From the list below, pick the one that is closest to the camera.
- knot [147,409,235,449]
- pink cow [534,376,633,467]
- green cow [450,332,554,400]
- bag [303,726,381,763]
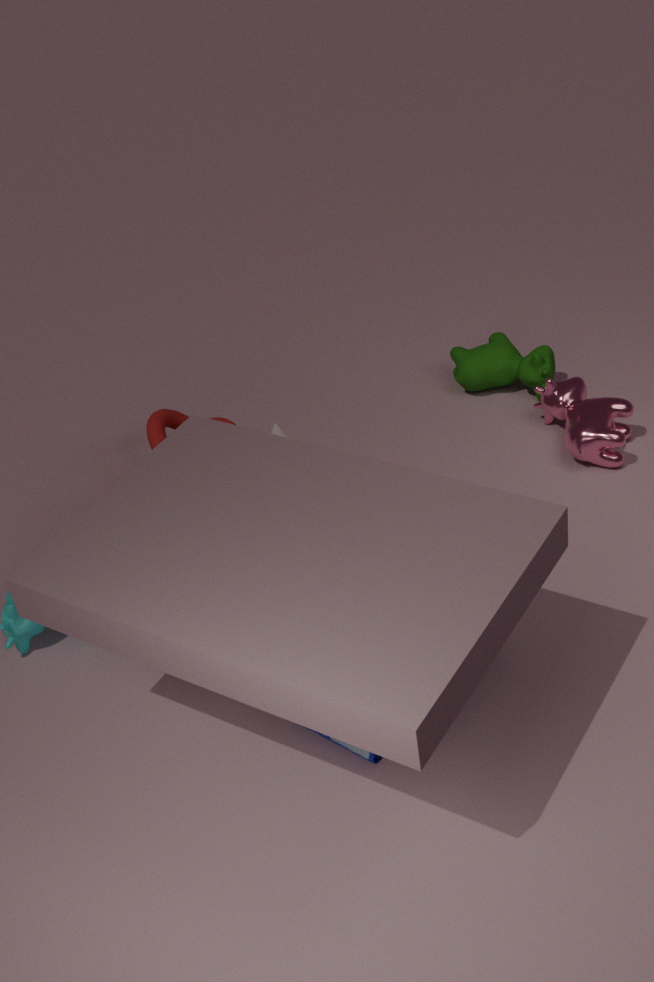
bag [303,726,381,763]
